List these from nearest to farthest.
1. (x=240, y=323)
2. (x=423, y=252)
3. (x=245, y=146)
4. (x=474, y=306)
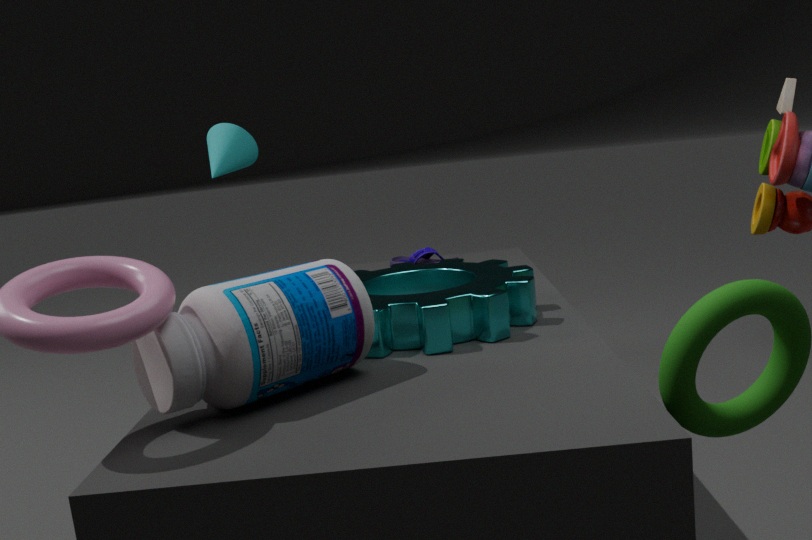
(x=240, y=323) → (x=474, y=306) → (x=423, y=252) → (x=245, y=146)
